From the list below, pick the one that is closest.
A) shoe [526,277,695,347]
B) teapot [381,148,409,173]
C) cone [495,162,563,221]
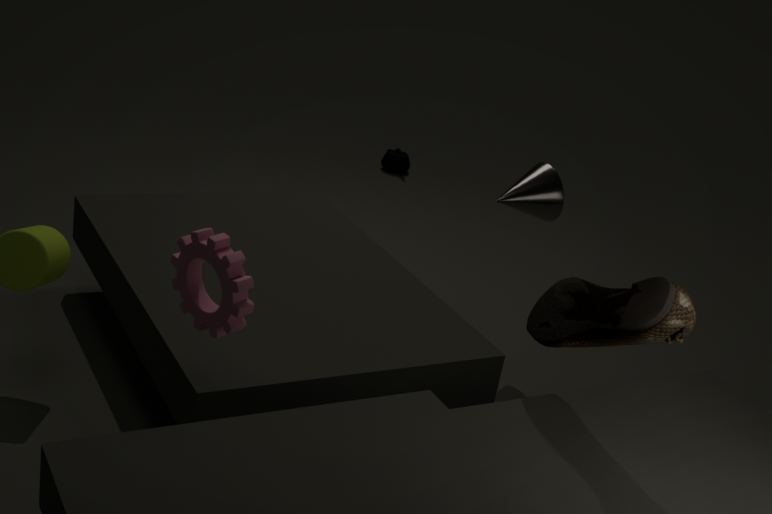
shoe [526,277,695,347]
